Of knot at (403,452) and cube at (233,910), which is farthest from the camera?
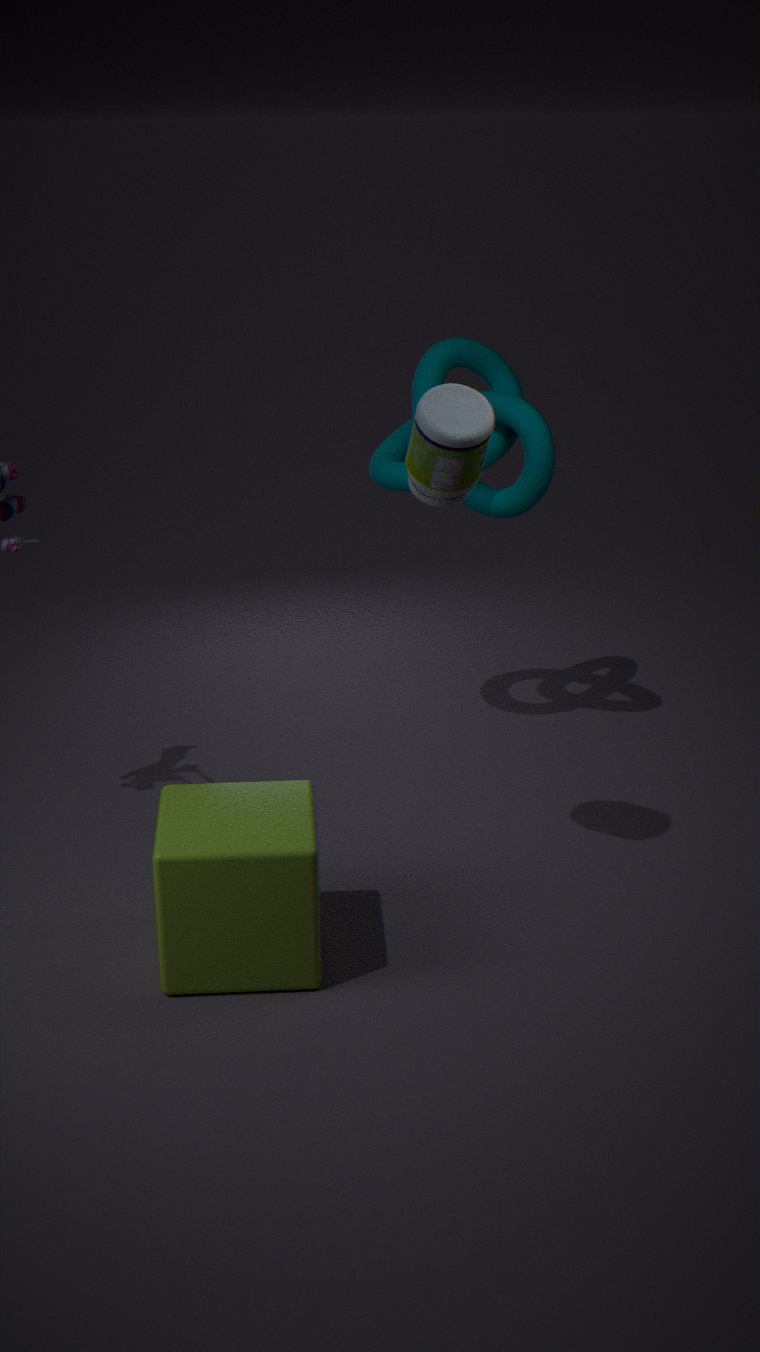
knot at (403,452)
